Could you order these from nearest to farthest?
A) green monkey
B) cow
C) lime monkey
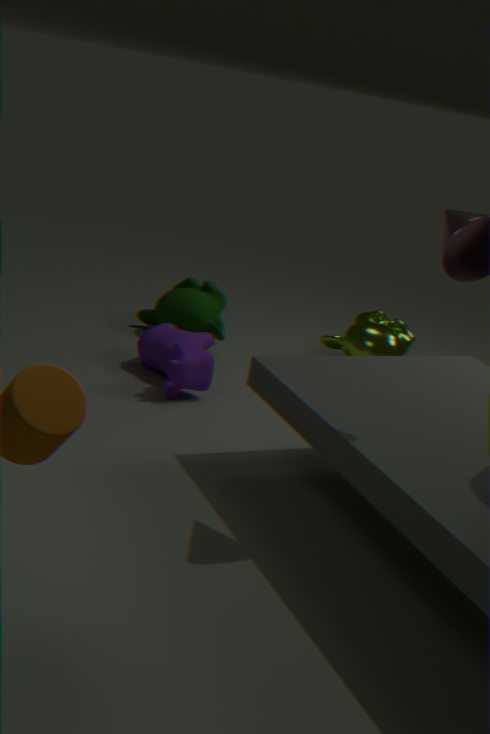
cow, green monkey, lime monkey
